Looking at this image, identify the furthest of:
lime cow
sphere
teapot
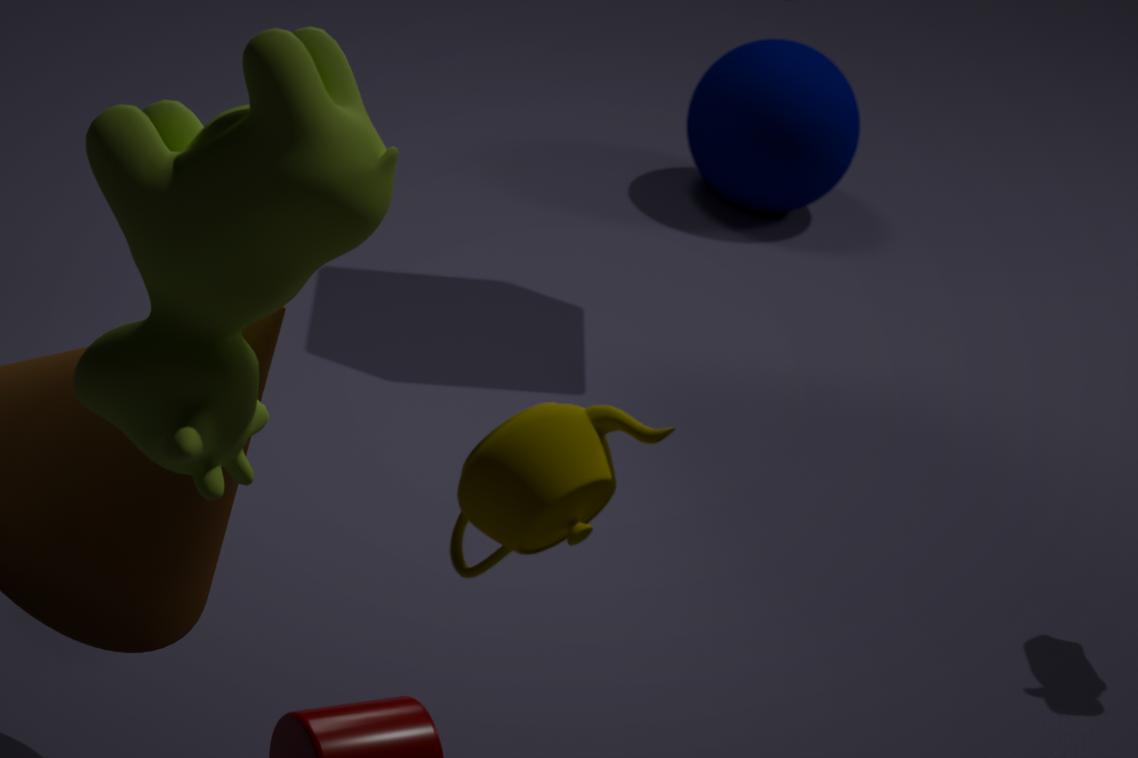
sphere
